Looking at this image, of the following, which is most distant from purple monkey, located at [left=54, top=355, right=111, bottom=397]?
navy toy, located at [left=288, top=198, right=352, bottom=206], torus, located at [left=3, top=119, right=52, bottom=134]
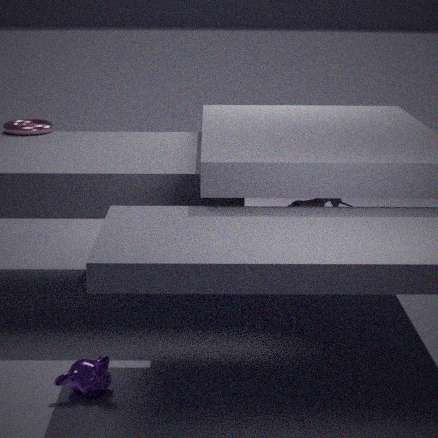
torus, located at [left=3, top=119, right=52, bottom=134]
